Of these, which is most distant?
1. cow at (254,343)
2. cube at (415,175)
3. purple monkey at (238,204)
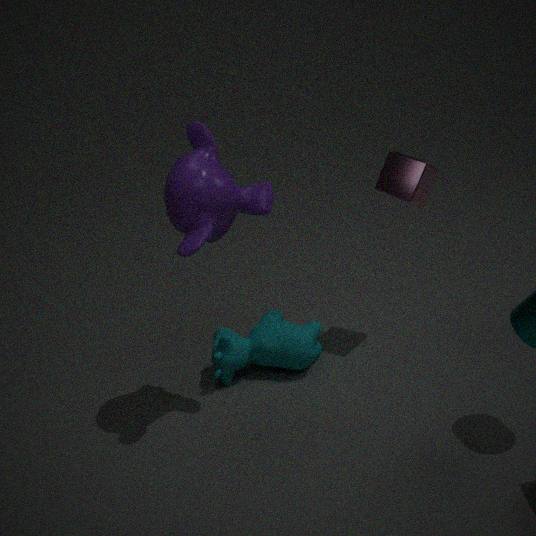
cow at (254,343)
